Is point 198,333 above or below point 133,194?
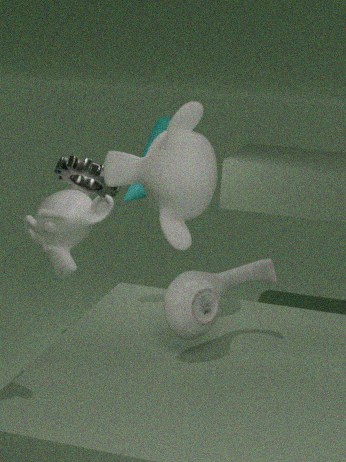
below
